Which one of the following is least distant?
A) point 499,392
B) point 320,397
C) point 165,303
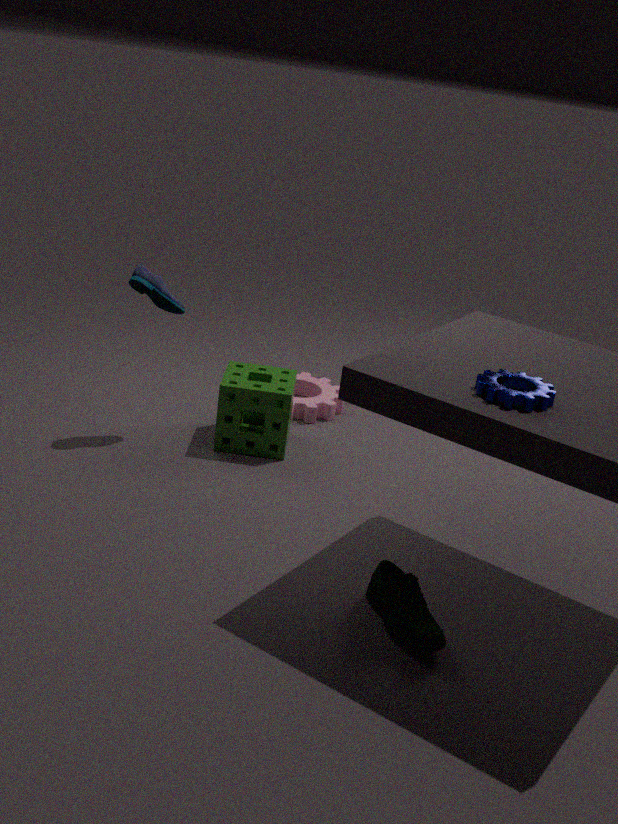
point 499,392
